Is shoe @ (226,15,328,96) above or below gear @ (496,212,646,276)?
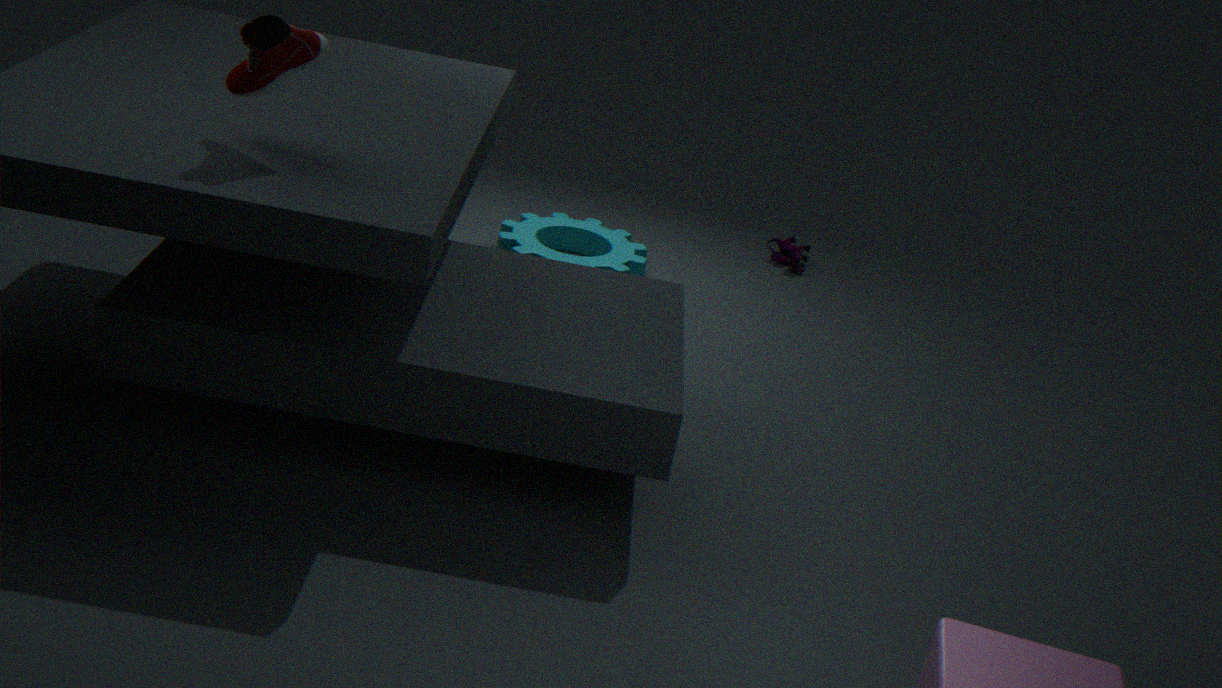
above
